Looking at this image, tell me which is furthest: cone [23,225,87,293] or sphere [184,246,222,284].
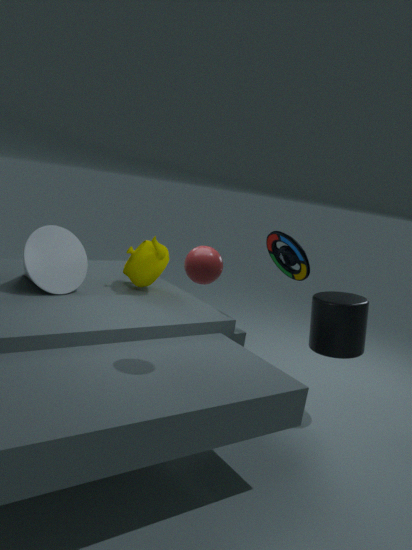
cone [23,225,87,293]
